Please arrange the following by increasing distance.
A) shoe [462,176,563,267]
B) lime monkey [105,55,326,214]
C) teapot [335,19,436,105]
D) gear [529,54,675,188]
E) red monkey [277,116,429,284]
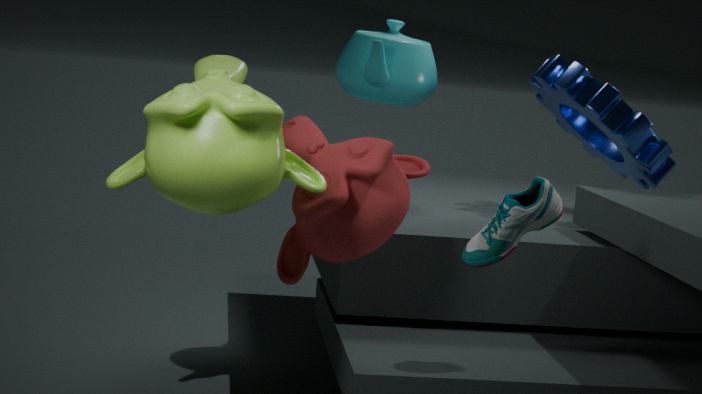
lime monkey [105,55,326,214] < shoe [462,176,563,267] < red monkey [277,116,429,284] < gear [529,54,675,188] < teapot [335,19,436,105]
